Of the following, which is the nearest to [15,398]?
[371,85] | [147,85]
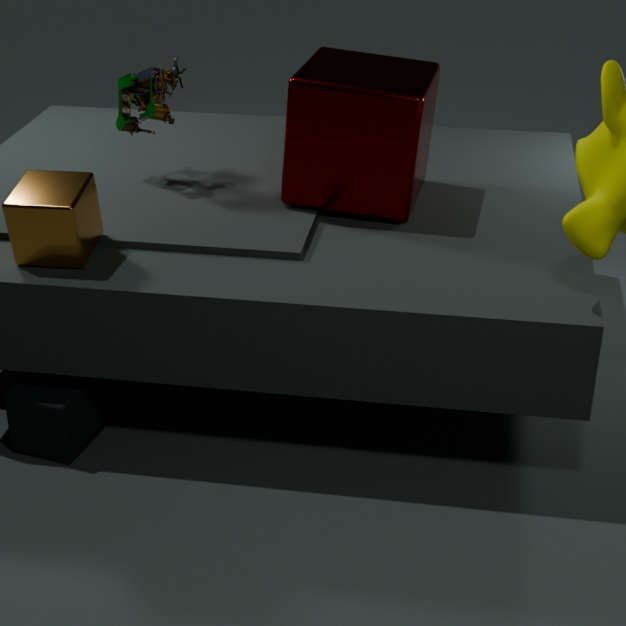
[147,85]
